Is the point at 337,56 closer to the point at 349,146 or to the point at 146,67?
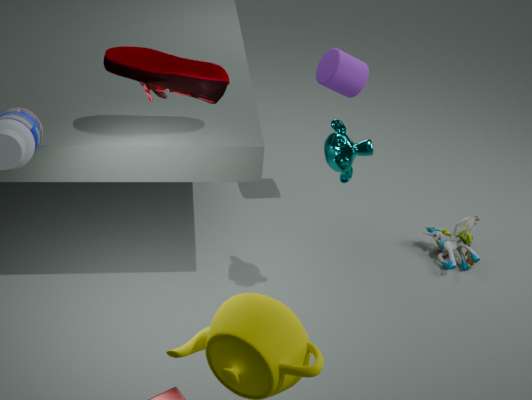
the point at 349,146
